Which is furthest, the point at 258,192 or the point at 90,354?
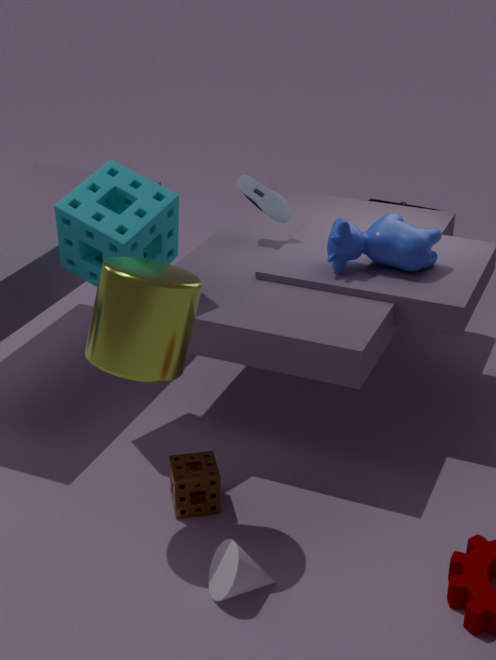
A: the point at 258,192
